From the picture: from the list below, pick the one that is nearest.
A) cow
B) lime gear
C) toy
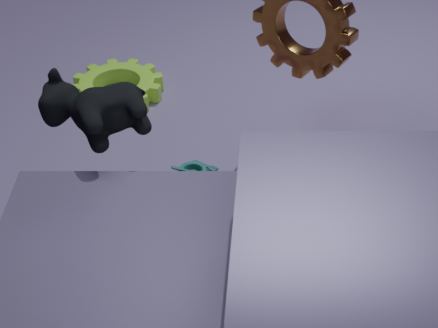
cow
